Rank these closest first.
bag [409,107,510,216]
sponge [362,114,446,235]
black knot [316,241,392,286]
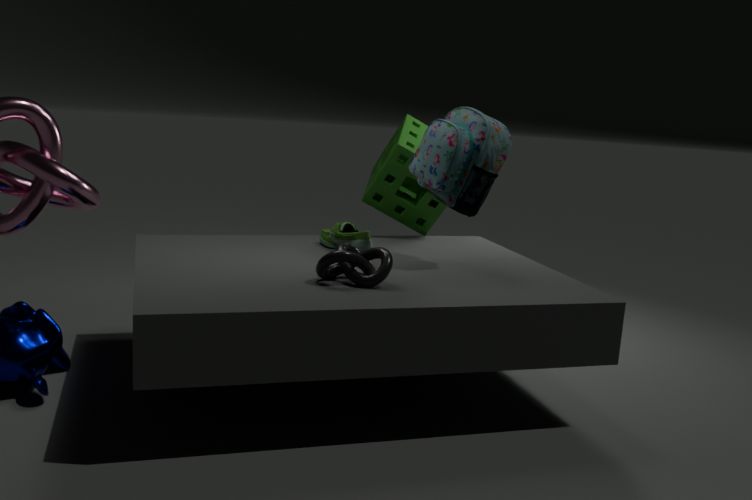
1. black knot [316,241,392,286]
2. bag [409,107,510,216]
3. sponge [362,114,446,235]
